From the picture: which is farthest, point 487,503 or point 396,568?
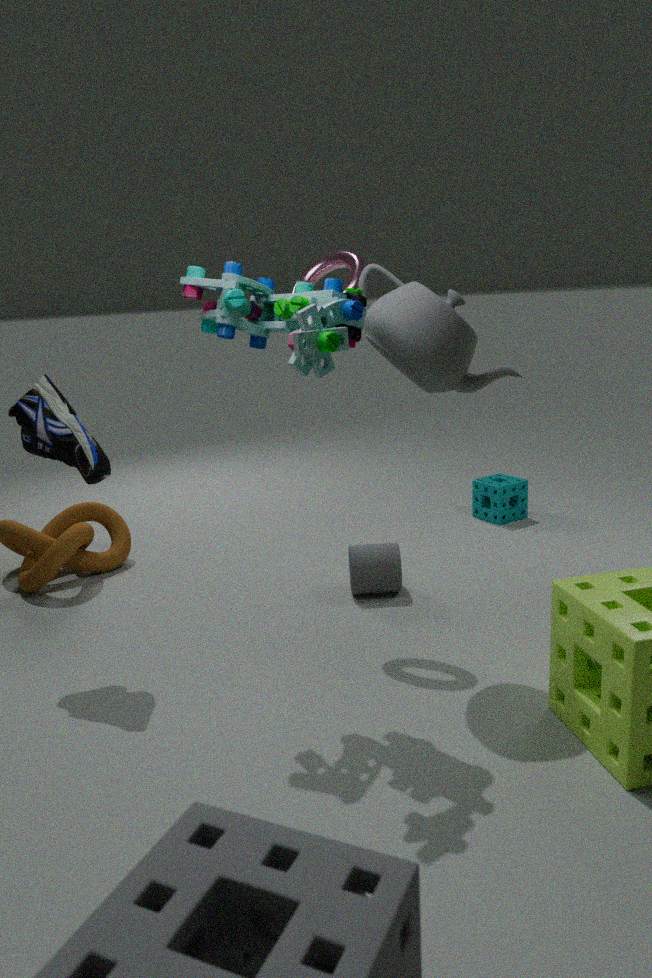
point 487,503
